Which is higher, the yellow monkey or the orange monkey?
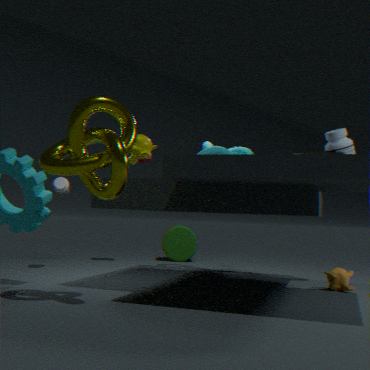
the yellow monkey
